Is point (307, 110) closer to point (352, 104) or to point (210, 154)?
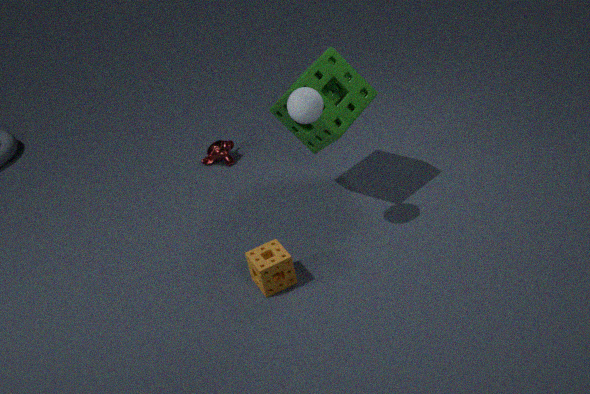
point (352, 104)
